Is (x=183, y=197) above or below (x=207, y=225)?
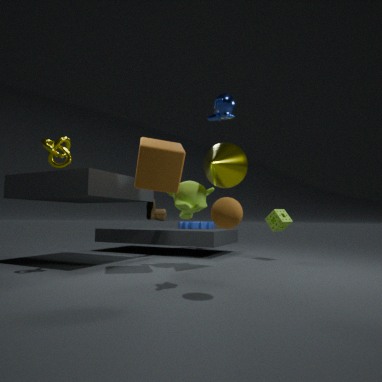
above
